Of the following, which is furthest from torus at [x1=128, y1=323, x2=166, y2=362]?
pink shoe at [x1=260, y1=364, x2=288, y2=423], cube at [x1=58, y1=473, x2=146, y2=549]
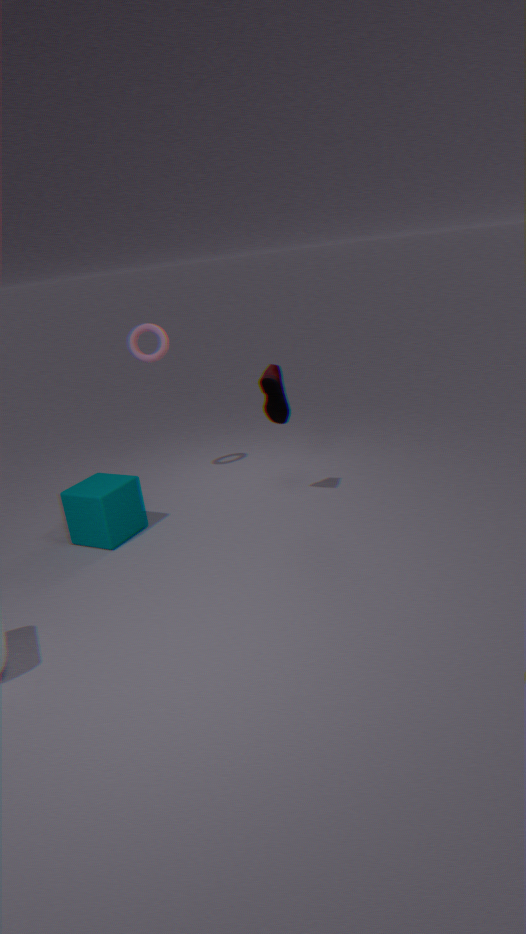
pink shoe at [x1=260, y1=364, x2=288, y2=423]
